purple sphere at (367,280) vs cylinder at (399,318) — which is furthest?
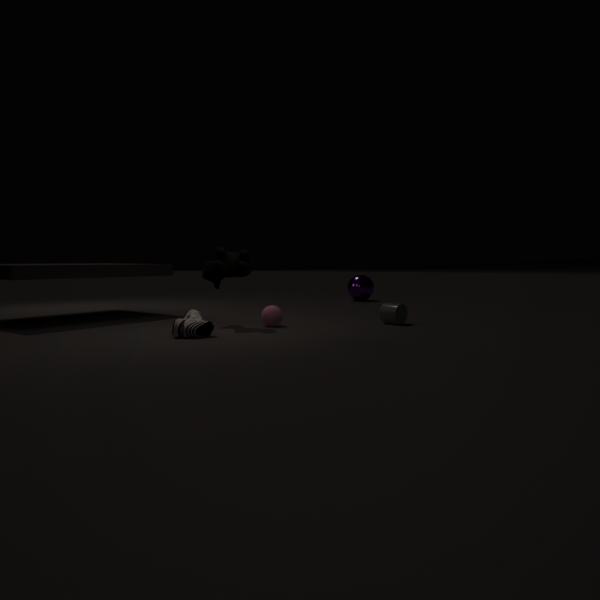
purple sphere at (367,280)
